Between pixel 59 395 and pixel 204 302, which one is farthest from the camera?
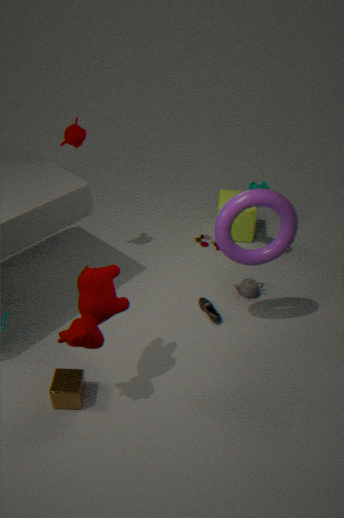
pixel 204 302
